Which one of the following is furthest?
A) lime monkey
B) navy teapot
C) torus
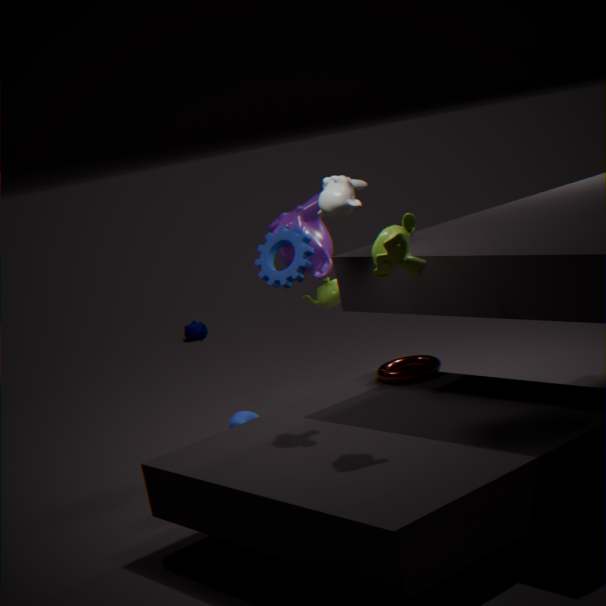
navy teapot
